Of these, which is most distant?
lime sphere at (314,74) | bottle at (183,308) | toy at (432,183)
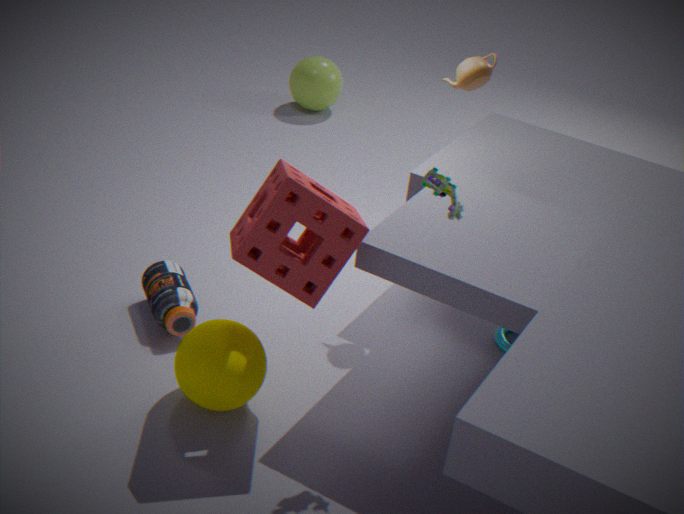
lime sphere at (314,74)
